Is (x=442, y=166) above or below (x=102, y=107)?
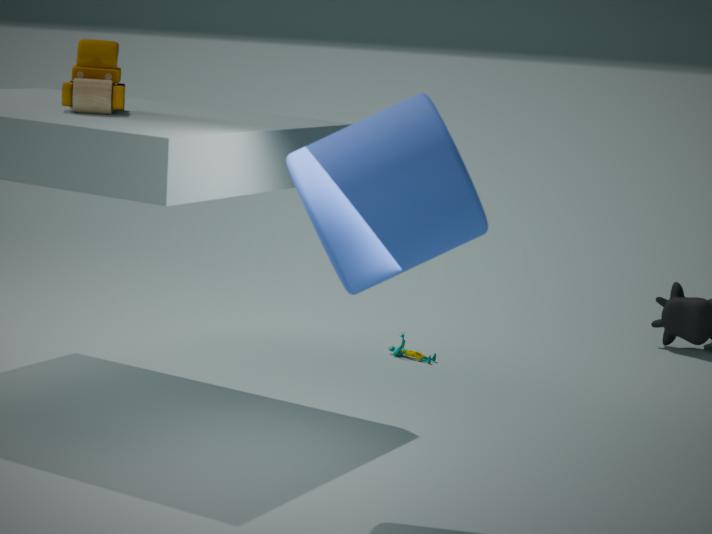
below
